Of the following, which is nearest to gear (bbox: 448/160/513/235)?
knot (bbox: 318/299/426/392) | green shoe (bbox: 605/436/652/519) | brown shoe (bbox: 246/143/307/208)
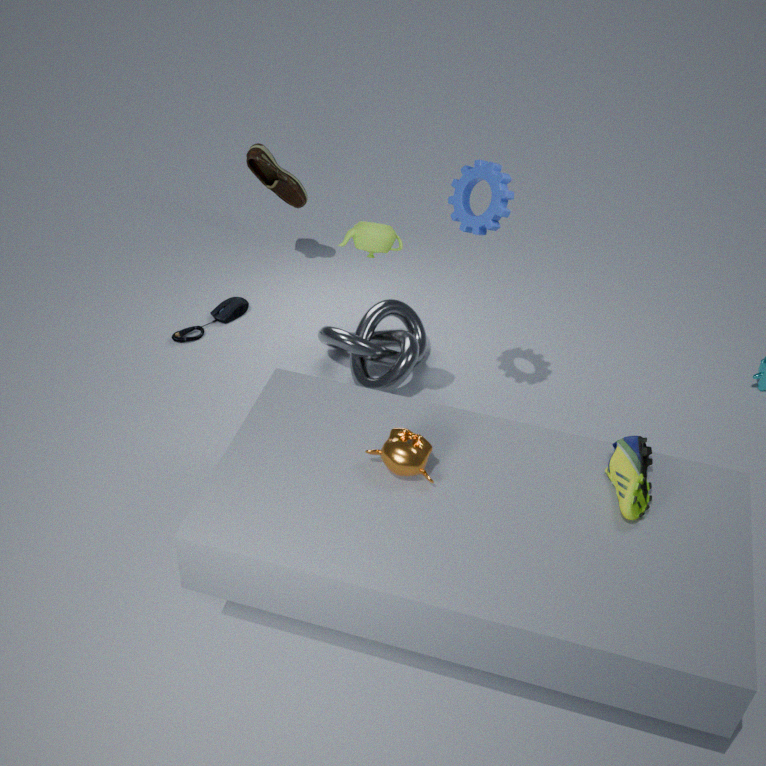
knot (bbox: 318/299/426/392)
